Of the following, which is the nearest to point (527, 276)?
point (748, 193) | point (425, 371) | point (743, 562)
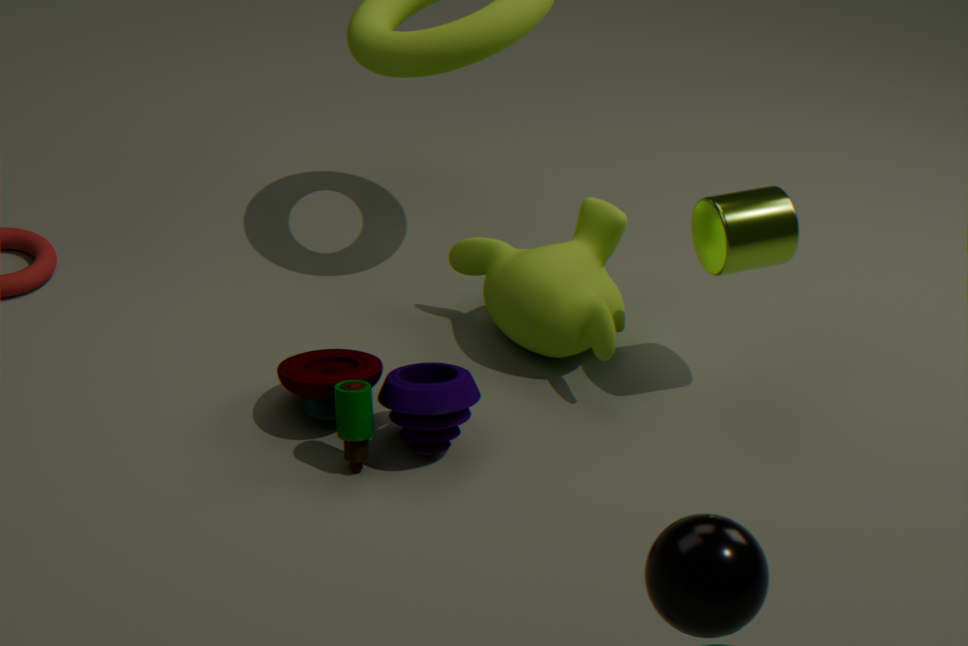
point (748, 193)
